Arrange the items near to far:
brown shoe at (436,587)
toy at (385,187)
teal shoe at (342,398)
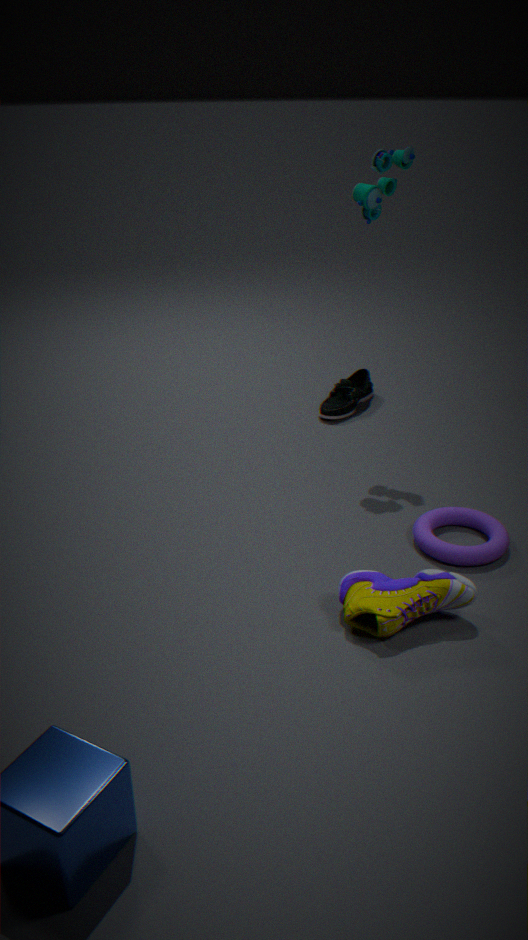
1. brown shoe at (436,587)
2. toy at (385,187)
3. teal shoe at (342,398)
